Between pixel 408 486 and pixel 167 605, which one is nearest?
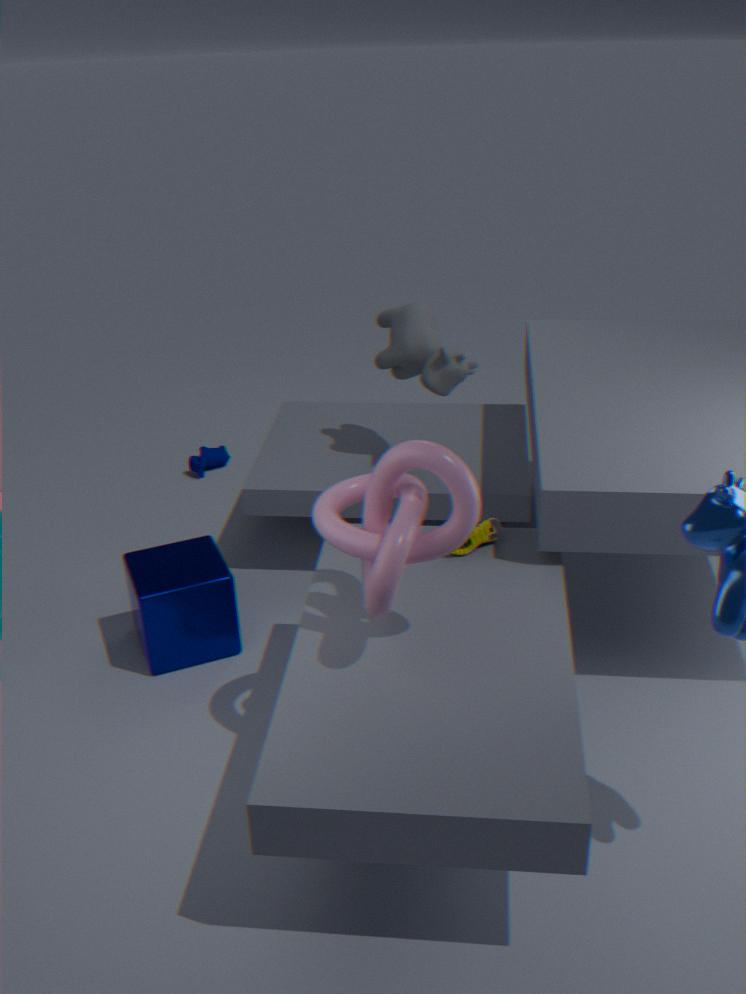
pixel 408 486
